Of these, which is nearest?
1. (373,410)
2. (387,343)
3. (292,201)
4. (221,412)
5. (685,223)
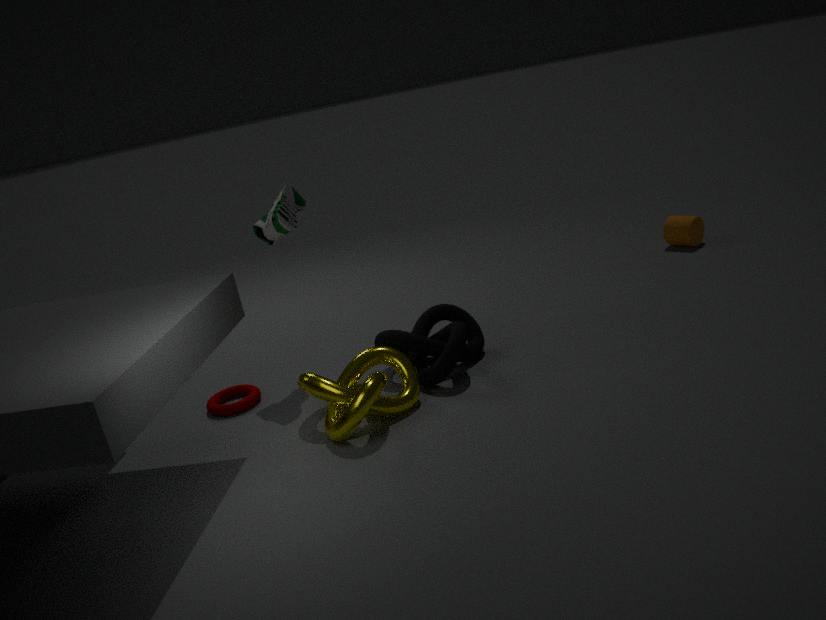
(373,410)
